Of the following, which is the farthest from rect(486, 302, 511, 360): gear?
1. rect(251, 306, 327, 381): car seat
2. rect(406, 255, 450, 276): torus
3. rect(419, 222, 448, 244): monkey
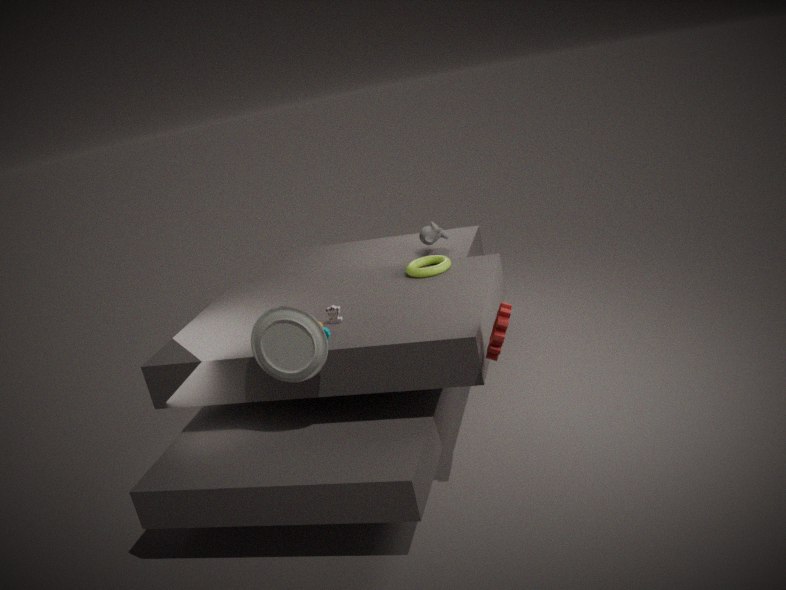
rect(419, 222, 448, 244): monkey
